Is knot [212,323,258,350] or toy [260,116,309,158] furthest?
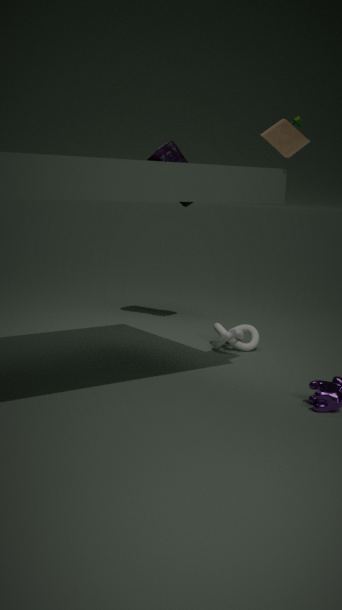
knot [212,323,258,350]
